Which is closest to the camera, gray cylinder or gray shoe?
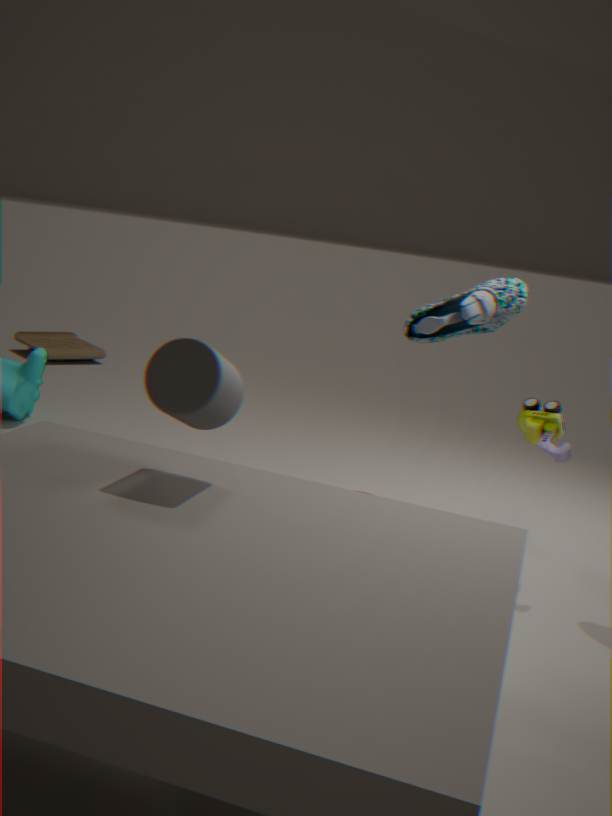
gray cylinder
